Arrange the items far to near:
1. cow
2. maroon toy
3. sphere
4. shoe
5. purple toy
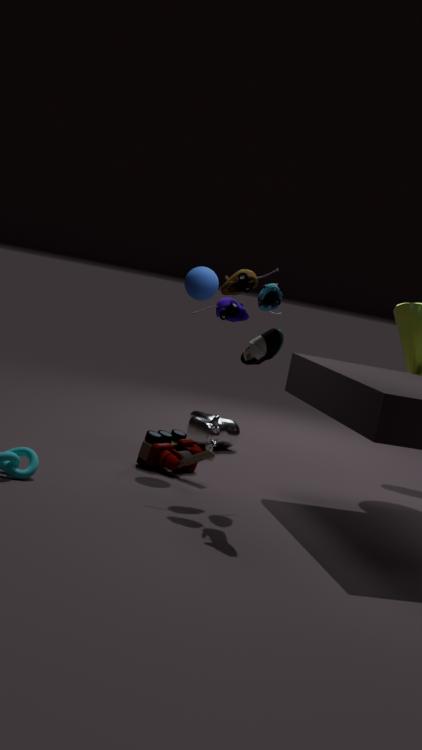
1. cow
2. sphere
3. maroon toy
4. purple toy
5. shoe
